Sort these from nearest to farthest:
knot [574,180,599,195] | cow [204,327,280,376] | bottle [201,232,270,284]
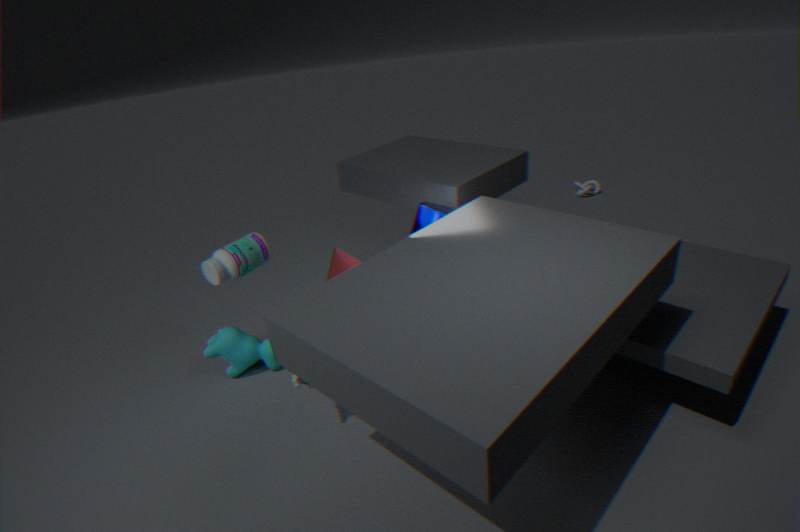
bottle [201,232,270,284], cow [204,327,280,376], knot [574,180,599,195]
